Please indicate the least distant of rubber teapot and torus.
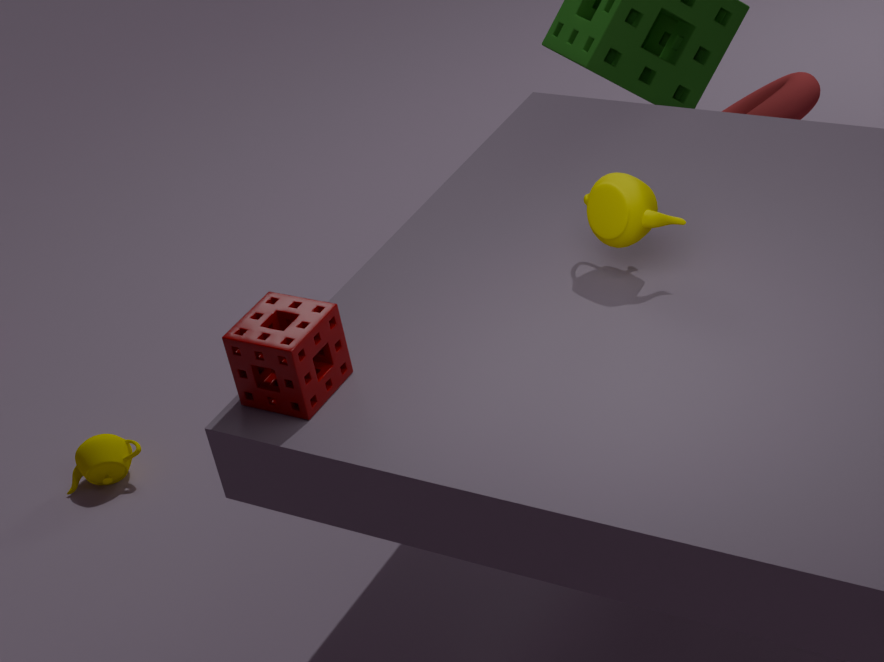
rubber teapot
